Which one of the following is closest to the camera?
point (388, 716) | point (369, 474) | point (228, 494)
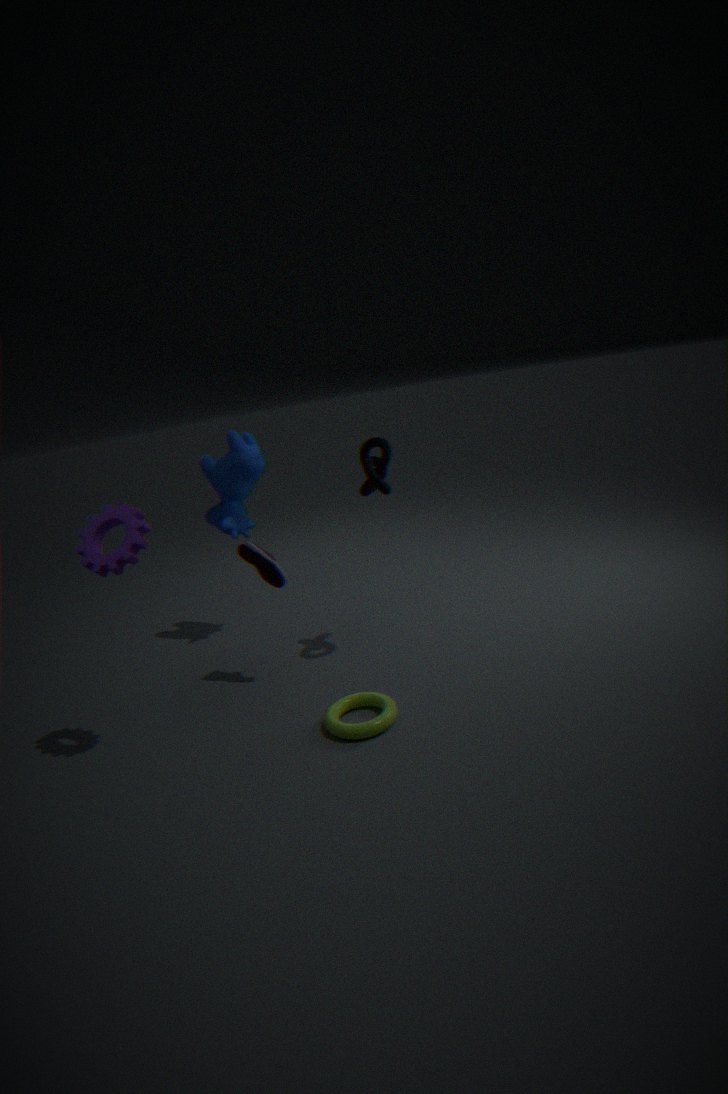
point (388, 716)
